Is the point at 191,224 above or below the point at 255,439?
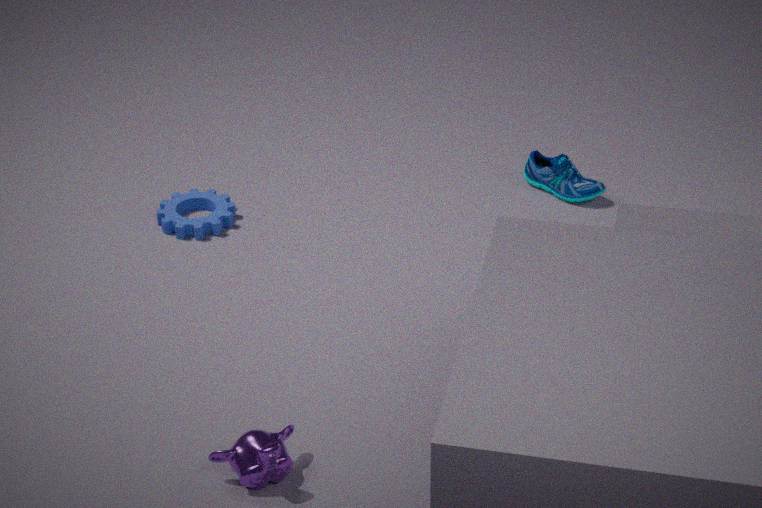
below
